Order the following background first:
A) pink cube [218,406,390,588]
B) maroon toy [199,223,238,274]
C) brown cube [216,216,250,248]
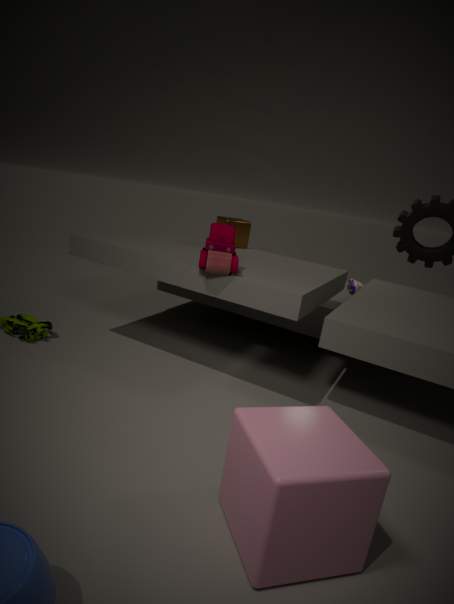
C. brown cube [216,216,250,248] → B. maroon toy [199,223,238,274] → A. pink cube [218,406,390,588]
